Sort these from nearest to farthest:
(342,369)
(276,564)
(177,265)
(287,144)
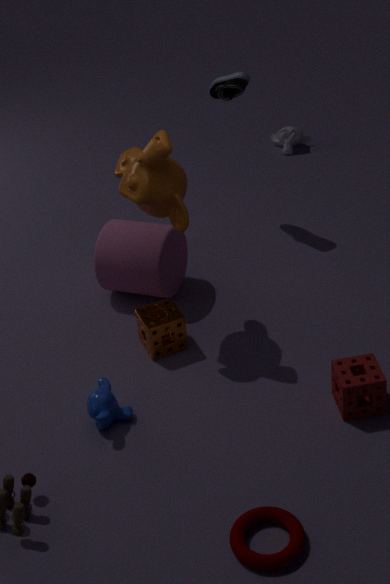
1. (276,564)
2. (342,369)
3. (177,265)
4. (287,144)
